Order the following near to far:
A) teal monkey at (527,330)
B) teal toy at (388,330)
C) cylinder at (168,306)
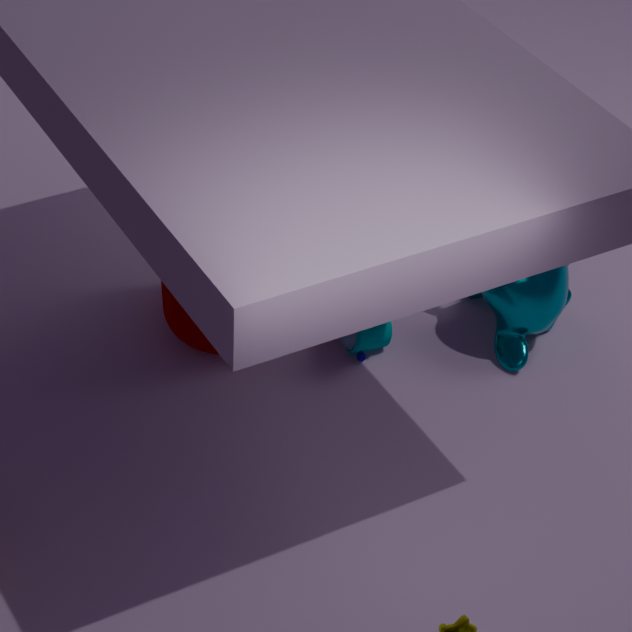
1. cylinder at (168,306)
2. teal monkey at (527,330)
3. teal toy at (388,330)
